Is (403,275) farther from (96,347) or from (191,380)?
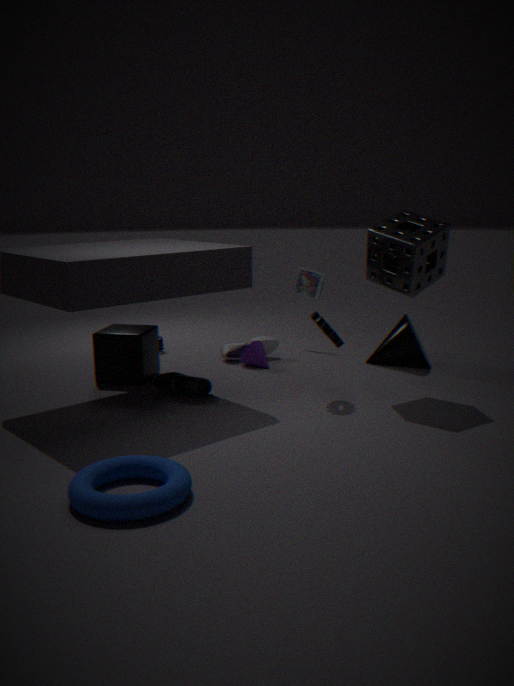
(96,347)
